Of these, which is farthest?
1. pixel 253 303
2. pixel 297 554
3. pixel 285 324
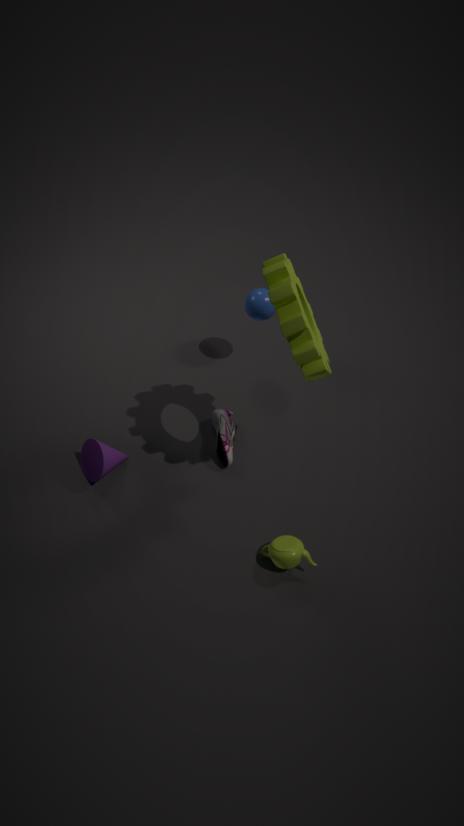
pixel 253 303
